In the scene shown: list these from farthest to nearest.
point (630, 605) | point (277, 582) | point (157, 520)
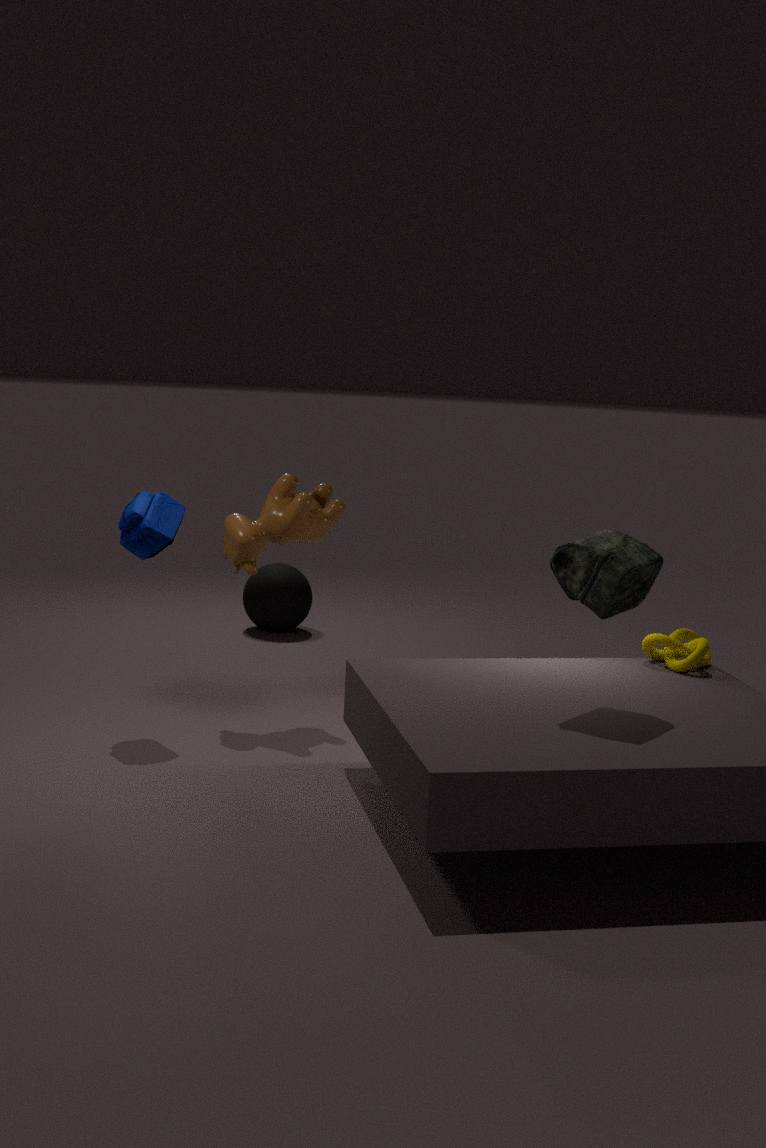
point (277, 582) < point (157, 520) < point (630, 605)
